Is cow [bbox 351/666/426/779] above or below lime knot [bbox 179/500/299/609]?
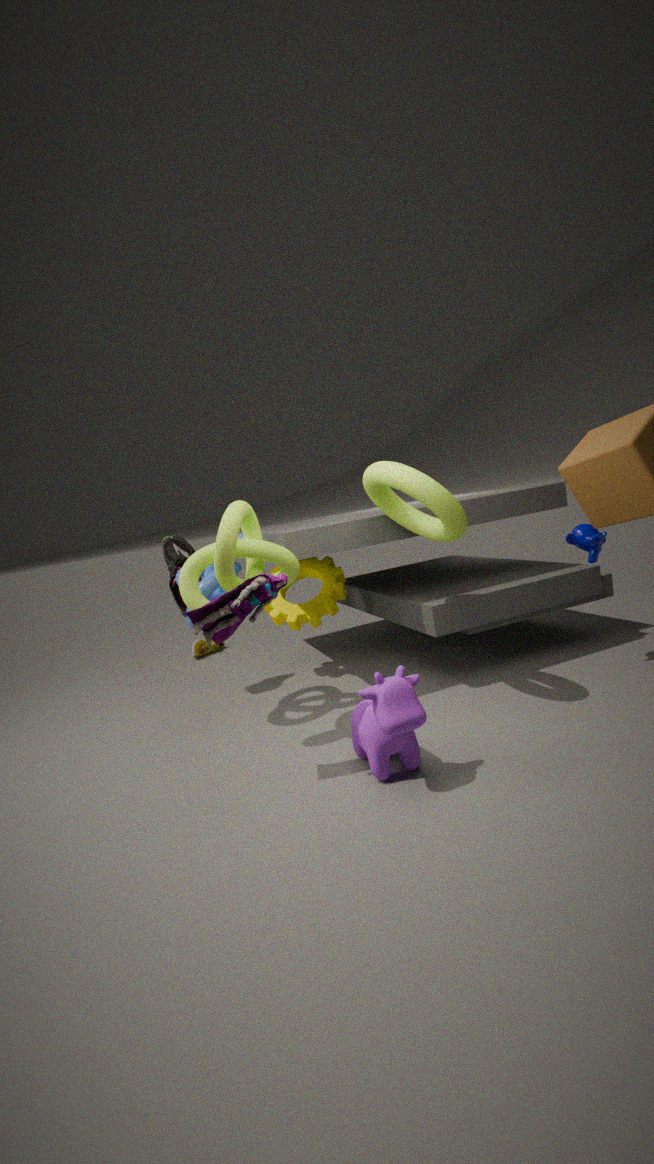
below
